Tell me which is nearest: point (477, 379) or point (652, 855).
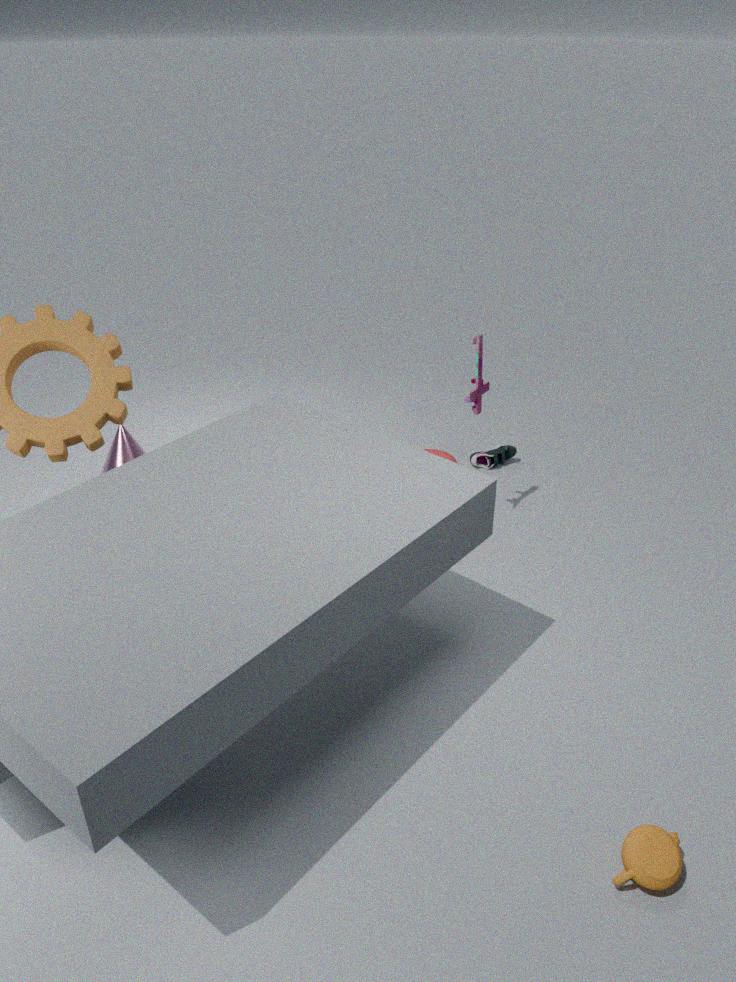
point (652, 855)
